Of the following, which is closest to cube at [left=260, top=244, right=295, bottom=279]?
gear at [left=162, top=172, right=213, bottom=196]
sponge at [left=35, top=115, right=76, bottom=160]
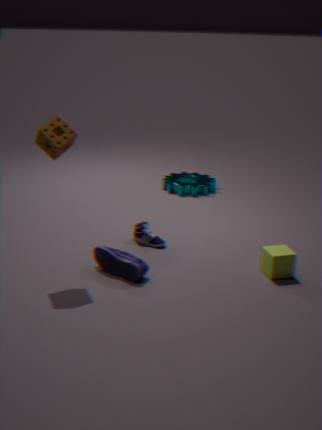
sponge at [left=35, top=115, right=76, bottom=160]
